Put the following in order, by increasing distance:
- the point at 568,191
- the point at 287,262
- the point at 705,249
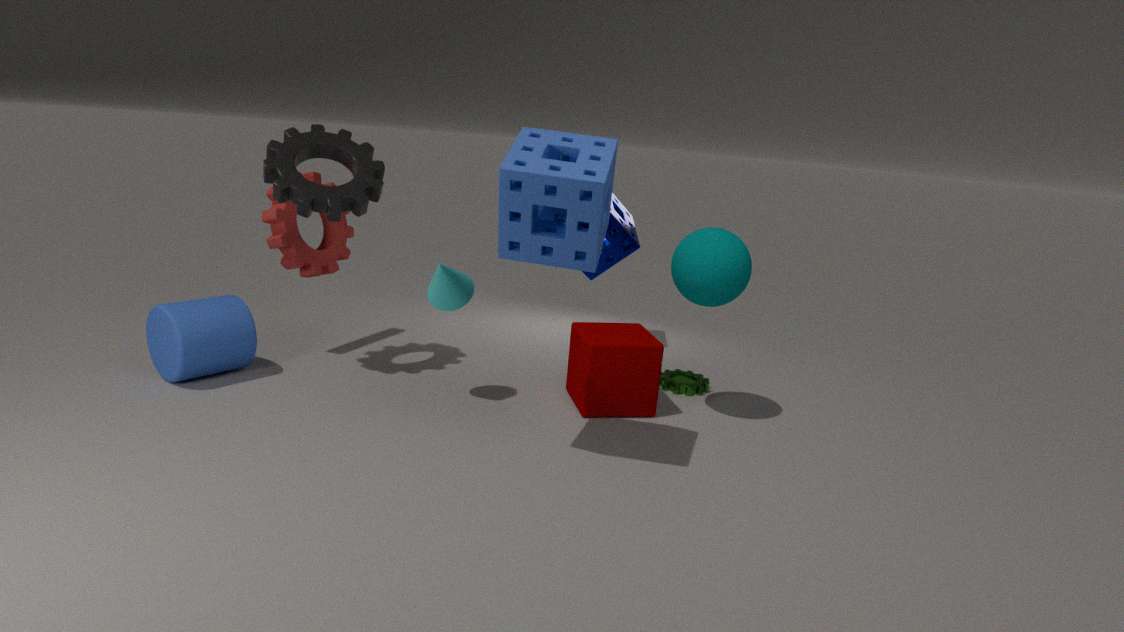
the point at 568,191 < the point at 705,249 < the point at 287,262
